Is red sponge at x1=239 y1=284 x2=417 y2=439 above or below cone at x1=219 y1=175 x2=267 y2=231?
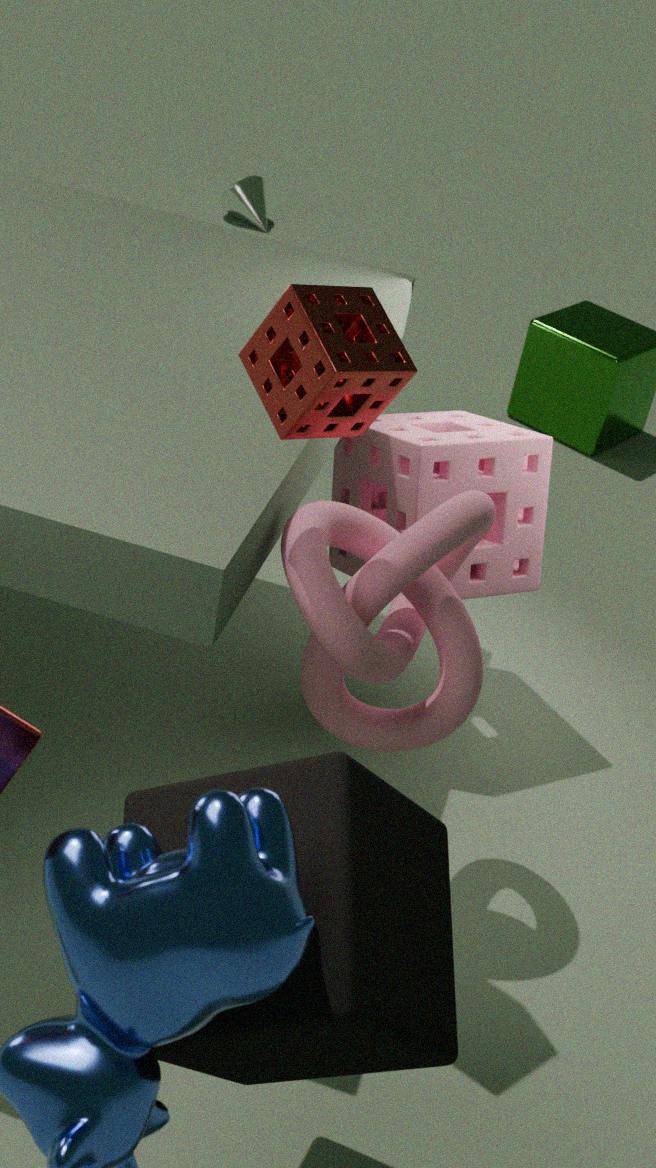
above
